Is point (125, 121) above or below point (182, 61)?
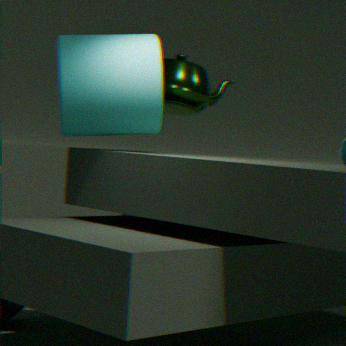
below
